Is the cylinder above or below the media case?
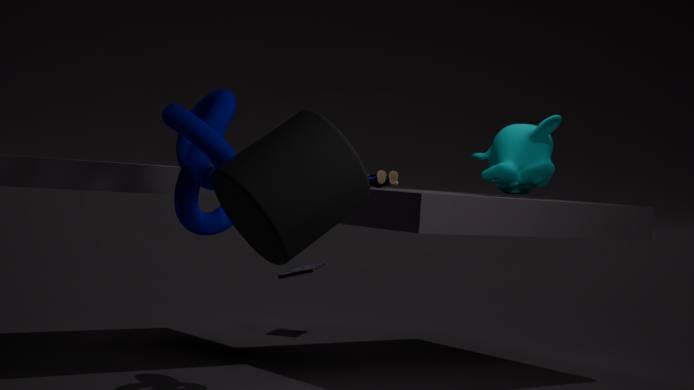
above
